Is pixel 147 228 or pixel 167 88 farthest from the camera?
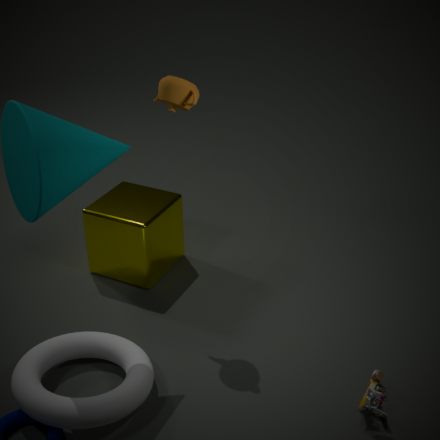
pixel 147 228
